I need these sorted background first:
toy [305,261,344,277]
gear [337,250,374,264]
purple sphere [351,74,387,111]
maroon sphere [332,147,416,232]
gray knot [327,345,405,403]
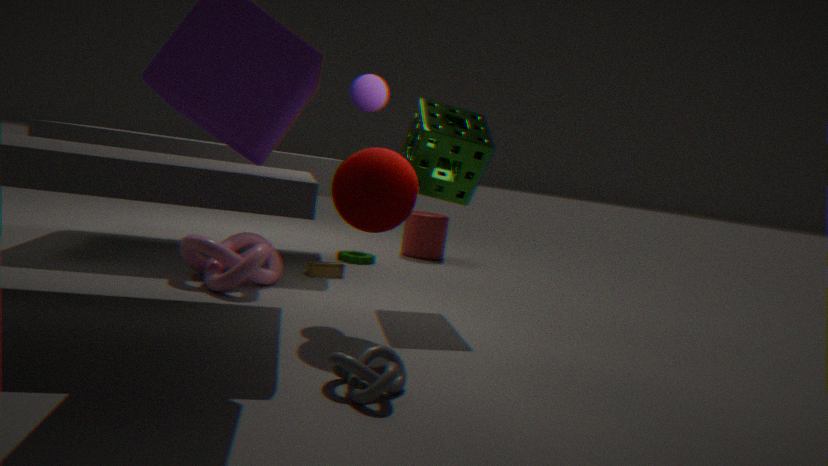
1. gear [337,250,374,264]
2. toy [305,261,344,277]
3. purple sphere [351,74,387,111]
4. maroon sphere [332,147,416,232]
5. gray knot [327,345,405,403]
